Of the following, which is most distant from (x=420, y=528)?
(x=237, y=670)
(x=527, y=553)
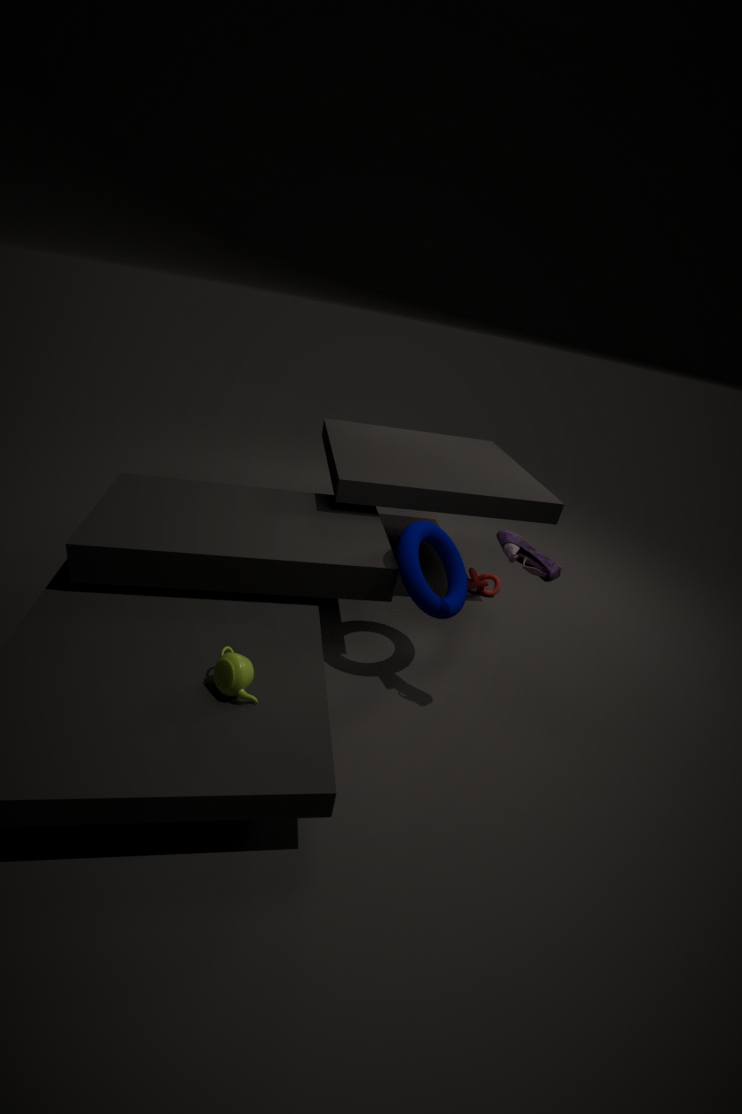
(x=237, y=670)
